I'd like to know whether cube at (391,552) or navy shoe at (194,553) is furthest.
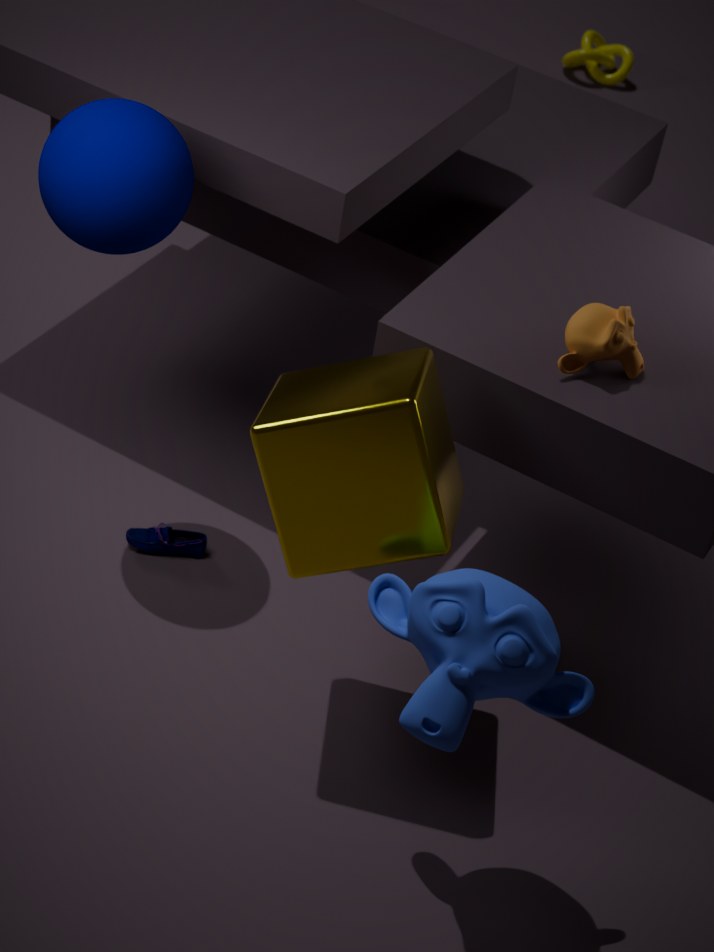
navy shoe at (194,553)
